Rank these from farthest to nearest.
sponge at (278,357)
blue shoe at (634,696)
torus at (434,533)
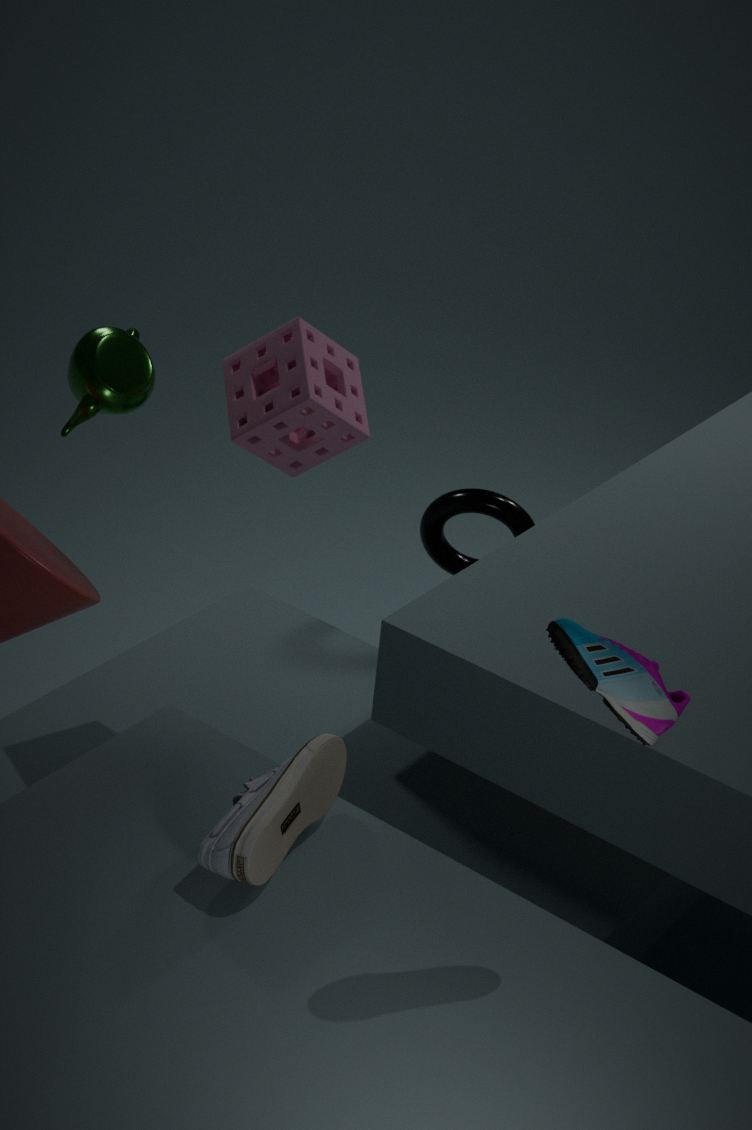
torus at (434,533), sponge at (278,357), blue shoe at (634,696)
